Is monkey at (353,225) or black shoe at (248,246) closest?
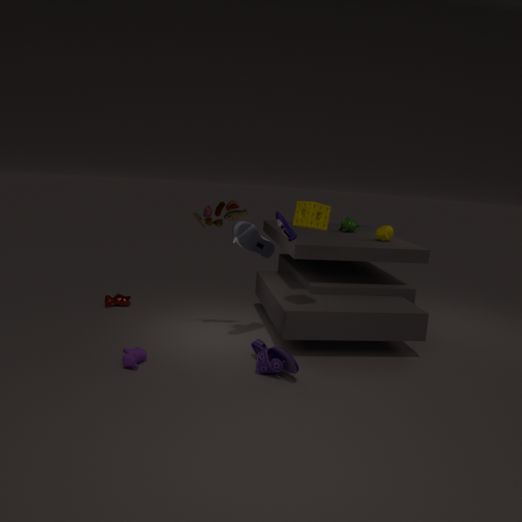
black shoe at (248,246)
